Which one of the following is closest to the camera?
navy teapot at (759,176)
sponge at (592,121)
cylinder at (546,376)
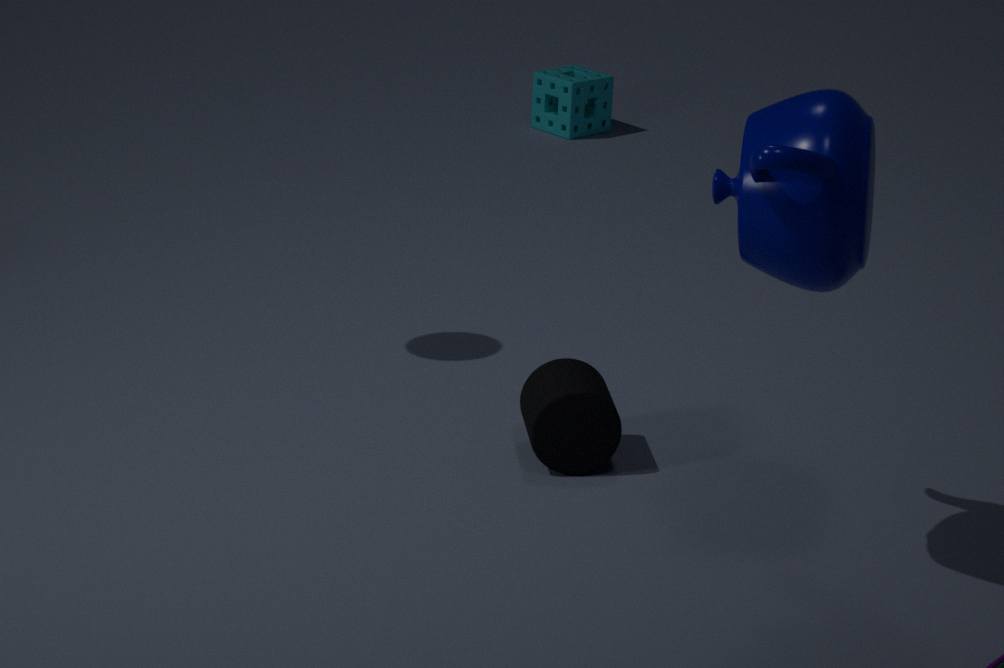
navy teapot at (759,176)
